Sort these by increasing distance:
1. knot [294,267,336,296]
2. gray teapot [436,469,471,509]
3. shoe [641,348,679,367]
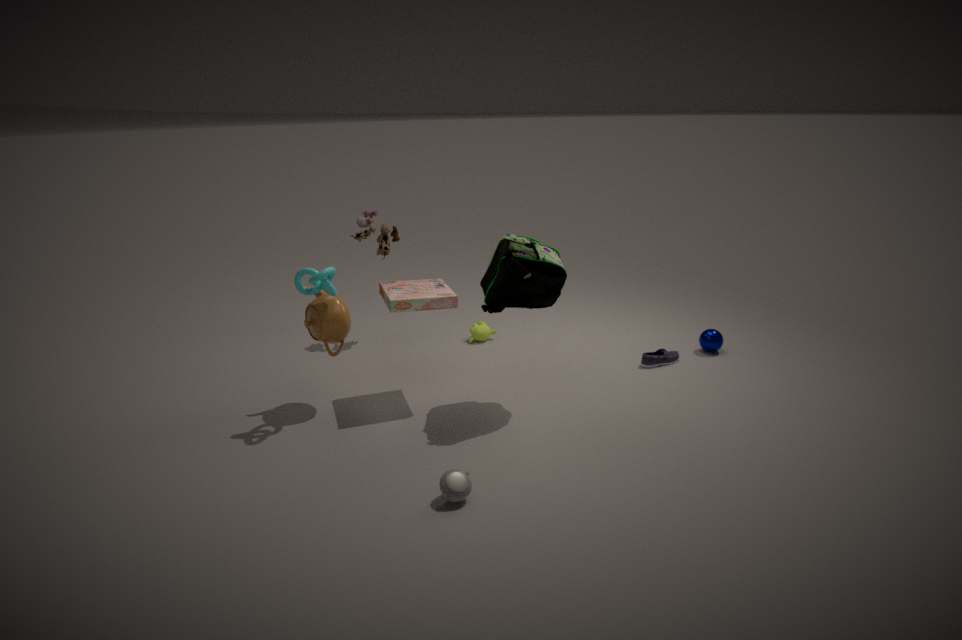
1. gray teapot [436,469,471,509]
2. knot [294,267,336,296]
3. shoe [641,348,679,367]
